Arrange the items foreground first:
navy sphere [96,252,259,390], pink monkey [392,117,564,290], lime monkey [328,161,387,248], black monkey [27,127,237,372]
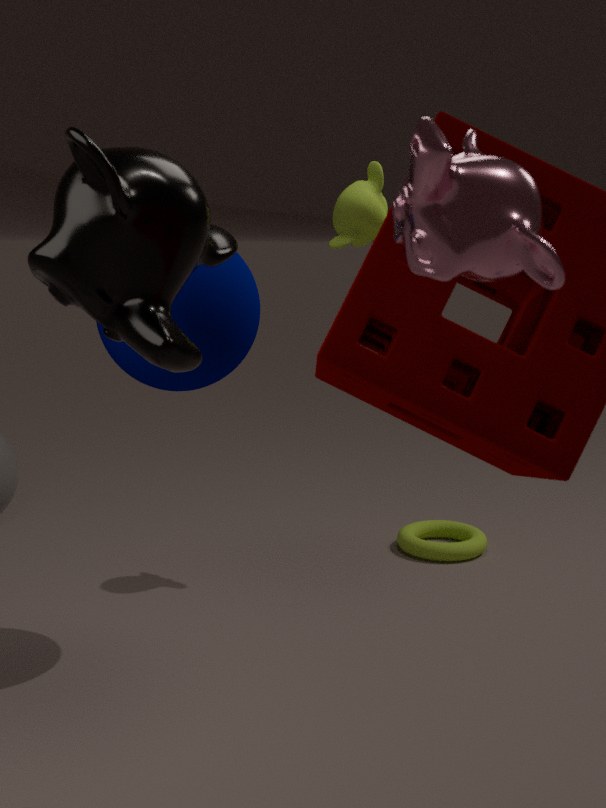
pink monkey [392,117,564,290], black monkey [27,127,237,372], navy sphere [96,252,259,390], lime monkey [328,161,387,248]
